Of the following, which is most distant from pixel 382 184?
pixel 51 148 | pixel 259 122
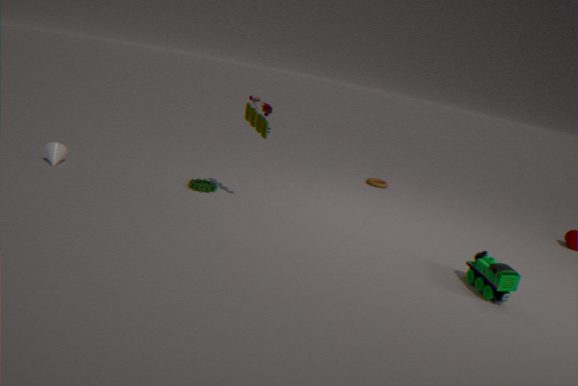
pixel 51 148
